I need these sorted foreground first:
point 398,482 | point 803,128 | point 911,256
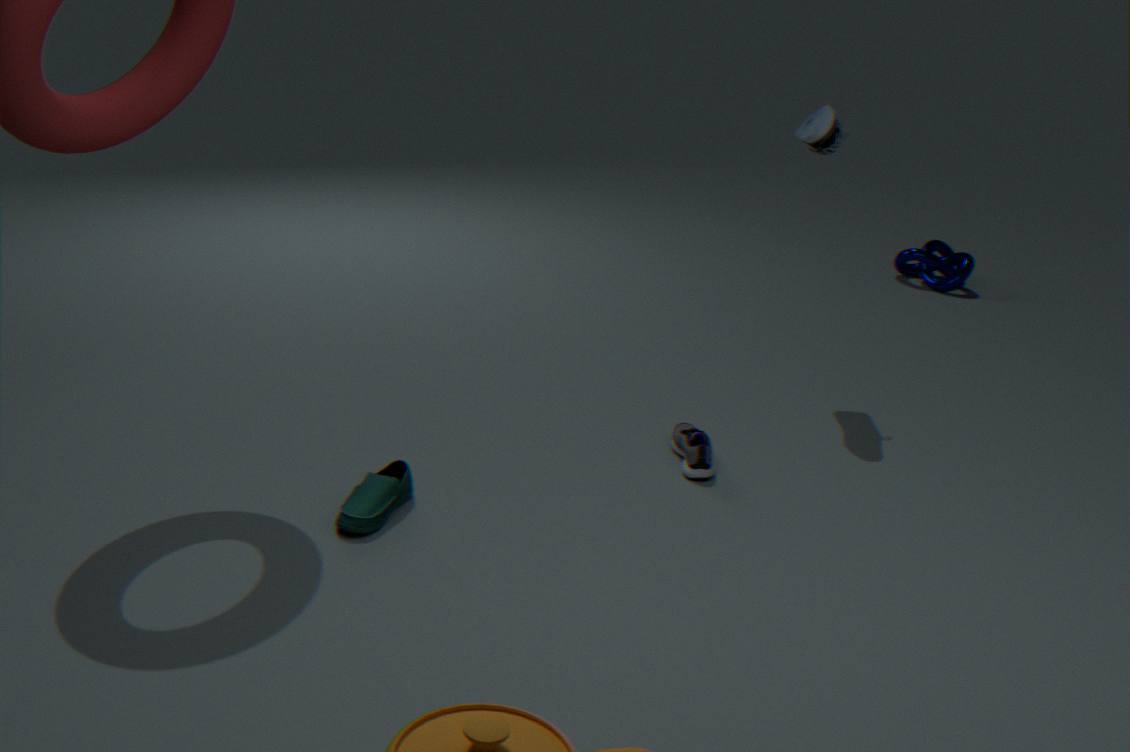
point 398,482, point 803,128, point 911,256
